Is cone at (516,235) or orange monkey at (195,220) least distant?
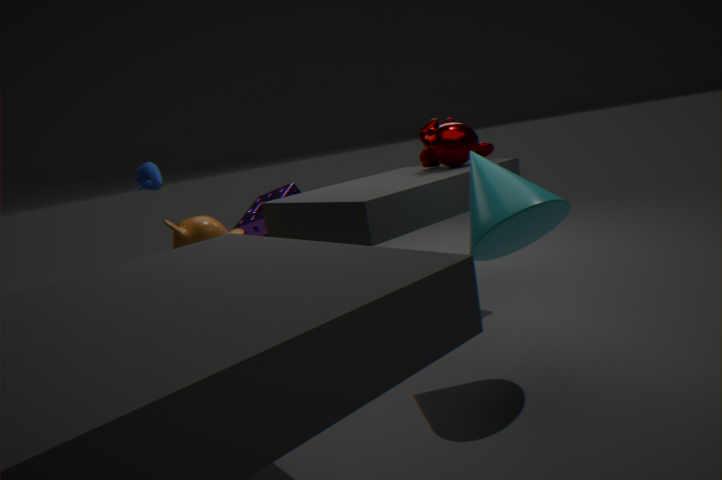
cone at (516,235)
